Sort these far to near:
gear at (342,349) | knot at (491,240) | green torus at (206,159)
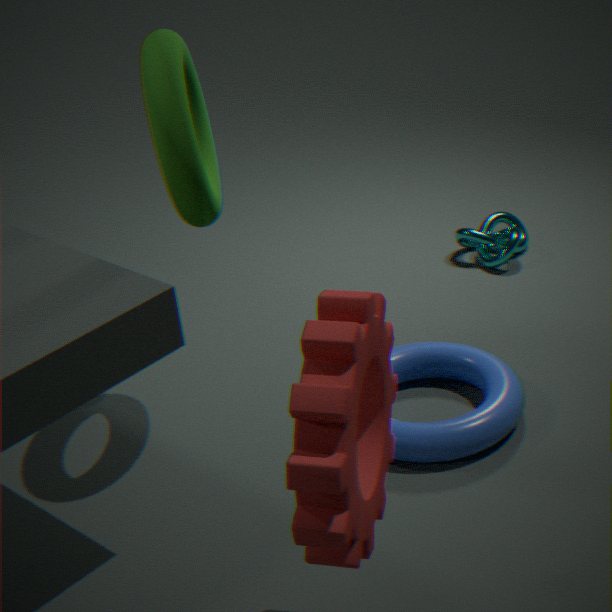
knot at (491,240) → green torus at (206,159) → gear at (342,349)
